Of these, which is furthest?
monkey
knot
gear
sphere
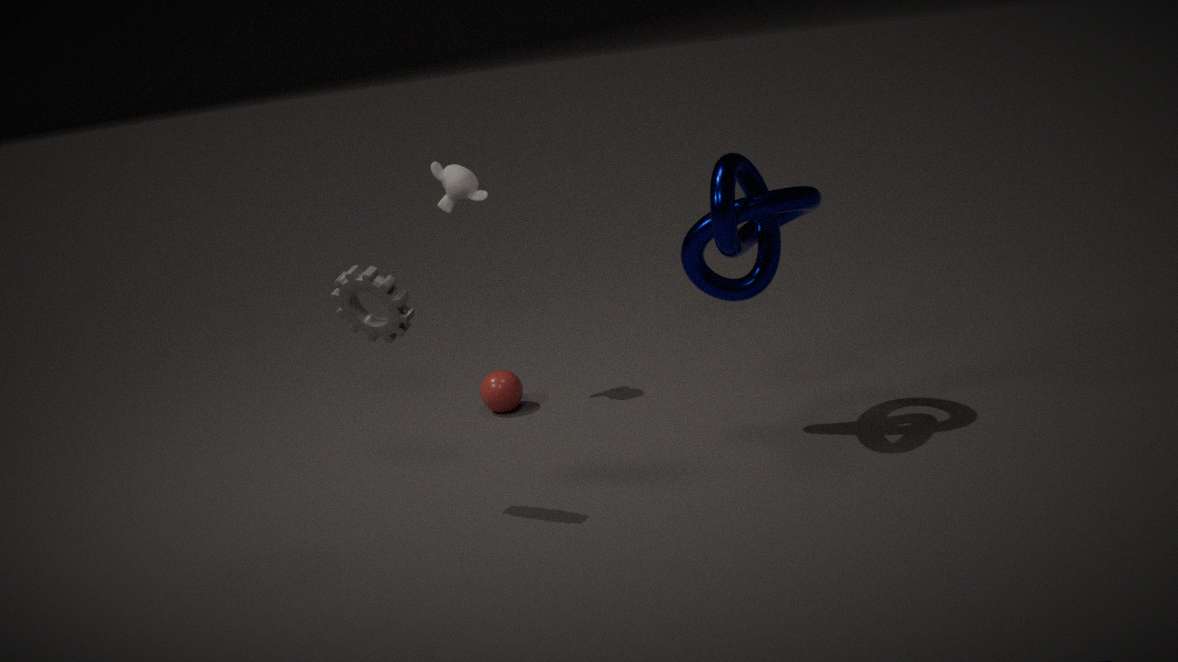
sphere
